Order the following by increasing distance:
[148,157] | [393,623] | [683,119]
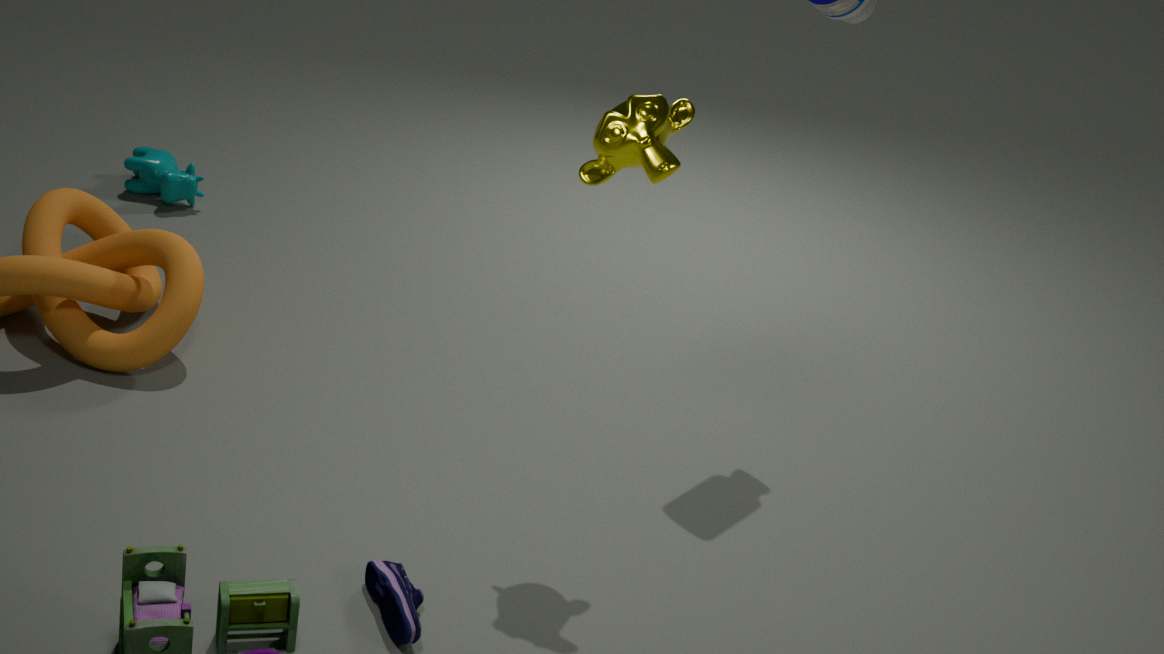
[393,623]
[683,119]
[148,157]
